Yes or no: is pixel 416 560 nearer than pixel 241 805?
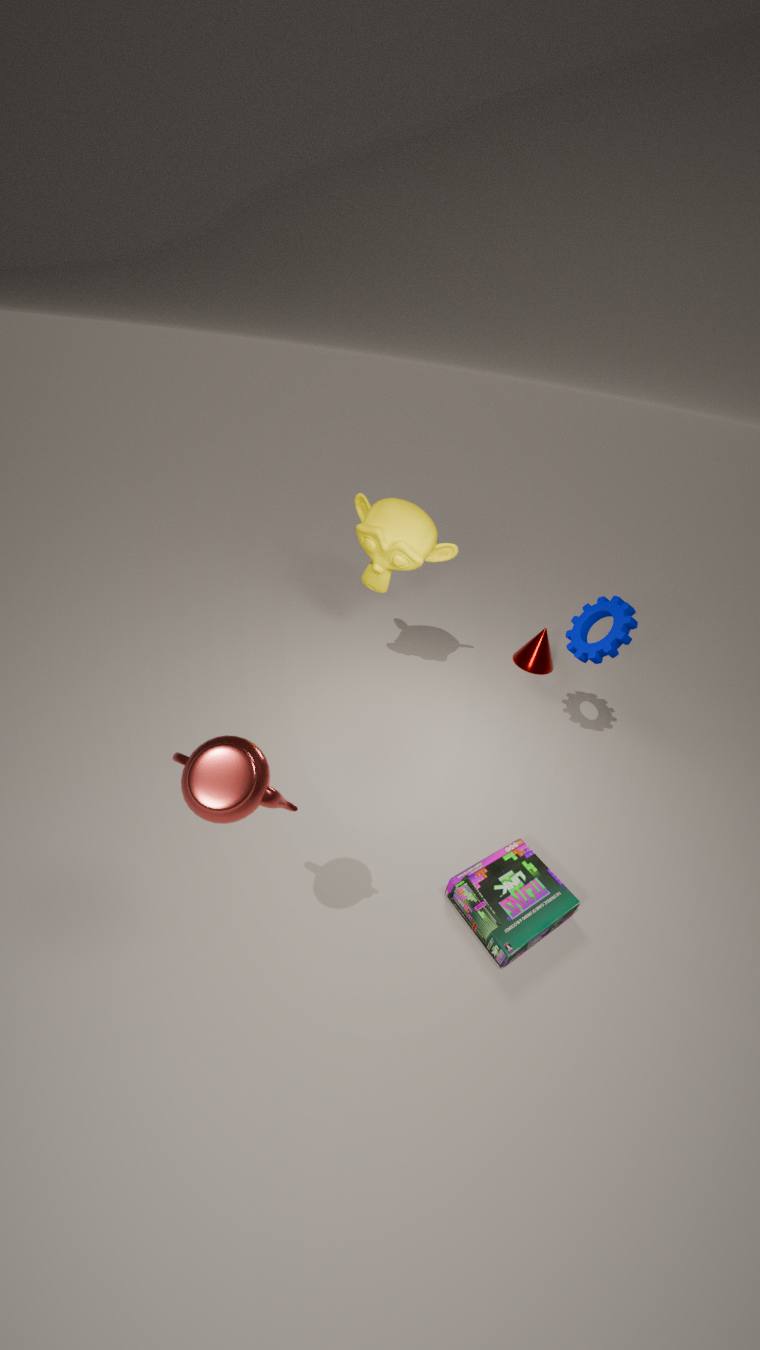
No
